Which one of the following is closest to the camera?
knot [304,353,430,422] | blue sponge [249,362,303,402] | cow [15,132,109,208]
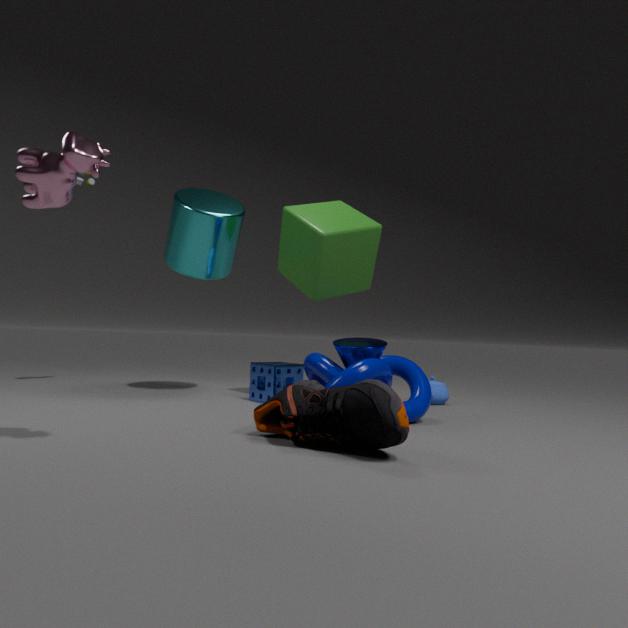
cow [15,132,109,208]
